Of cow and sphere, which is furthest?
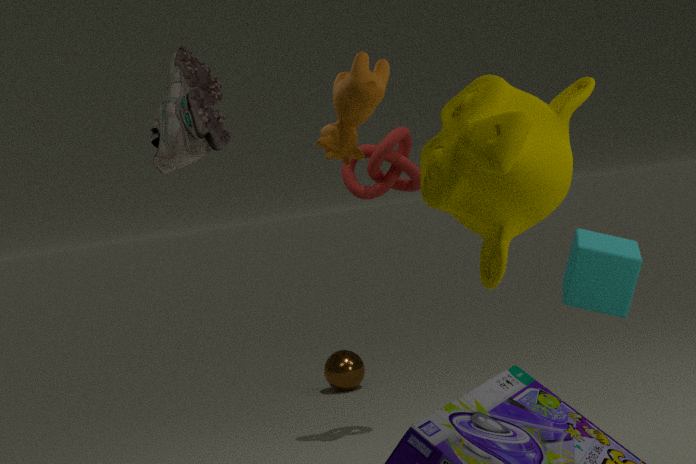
sphere
